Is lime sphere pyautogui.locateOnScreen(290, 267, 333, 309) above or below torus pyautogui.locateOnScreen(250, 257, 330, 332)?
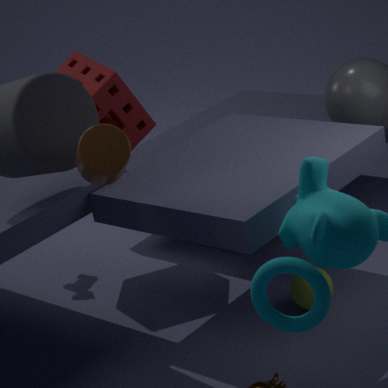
below
